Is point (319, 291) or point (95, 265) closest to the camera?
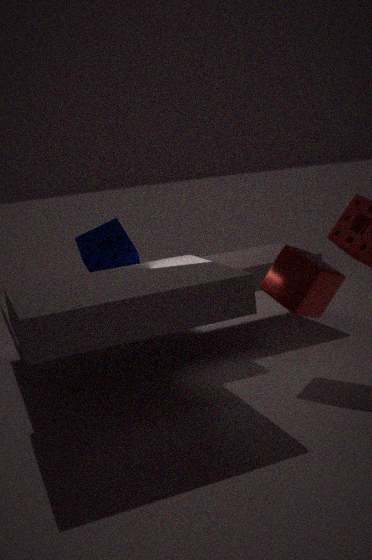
point (319, 291)
